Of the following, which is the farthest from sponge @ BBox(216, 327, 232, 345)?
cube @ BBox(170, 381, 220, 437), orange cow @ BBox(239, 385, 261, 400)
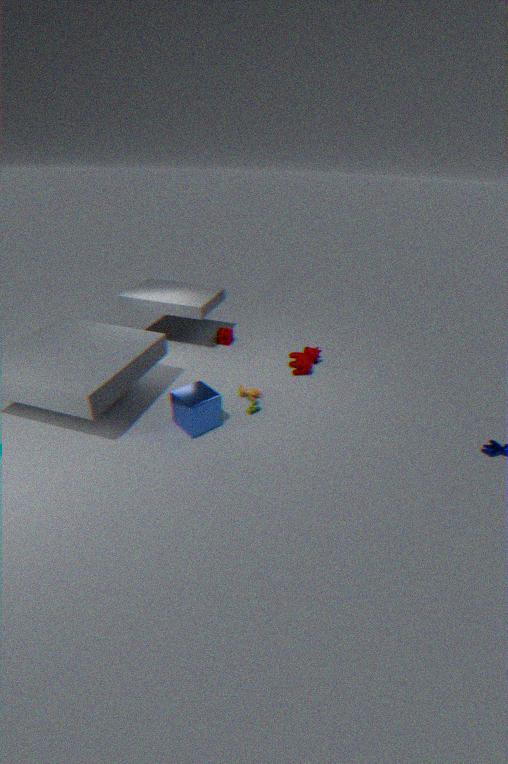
cube @ BBox(170, 381, 220, 437)
